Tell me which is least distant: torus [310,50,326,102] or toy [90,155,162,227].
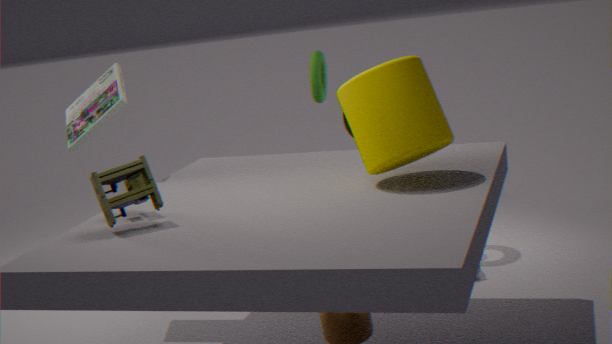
toy [90,155,162,227]
